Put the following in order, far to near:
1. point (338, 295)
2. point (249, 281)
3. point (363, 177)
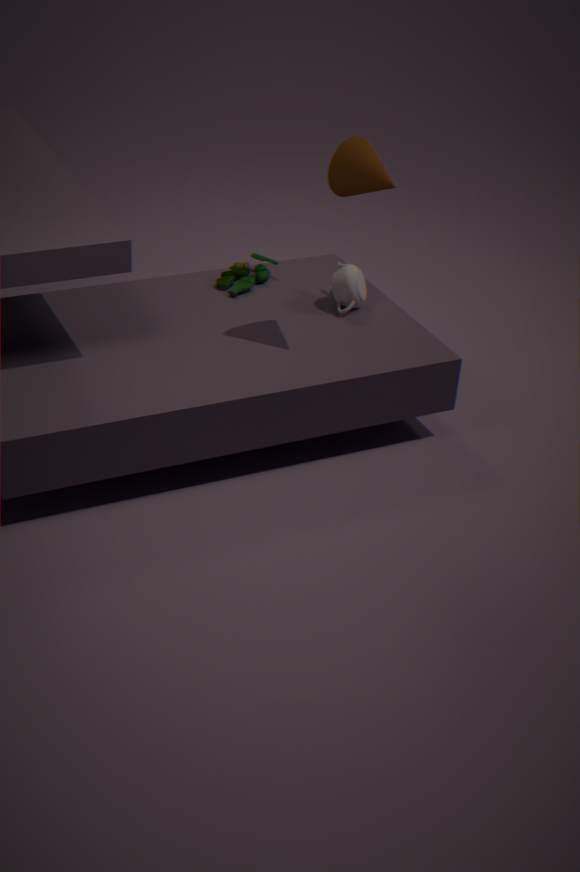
point (249, 281) → point (338, 295) → point (363, 177)
